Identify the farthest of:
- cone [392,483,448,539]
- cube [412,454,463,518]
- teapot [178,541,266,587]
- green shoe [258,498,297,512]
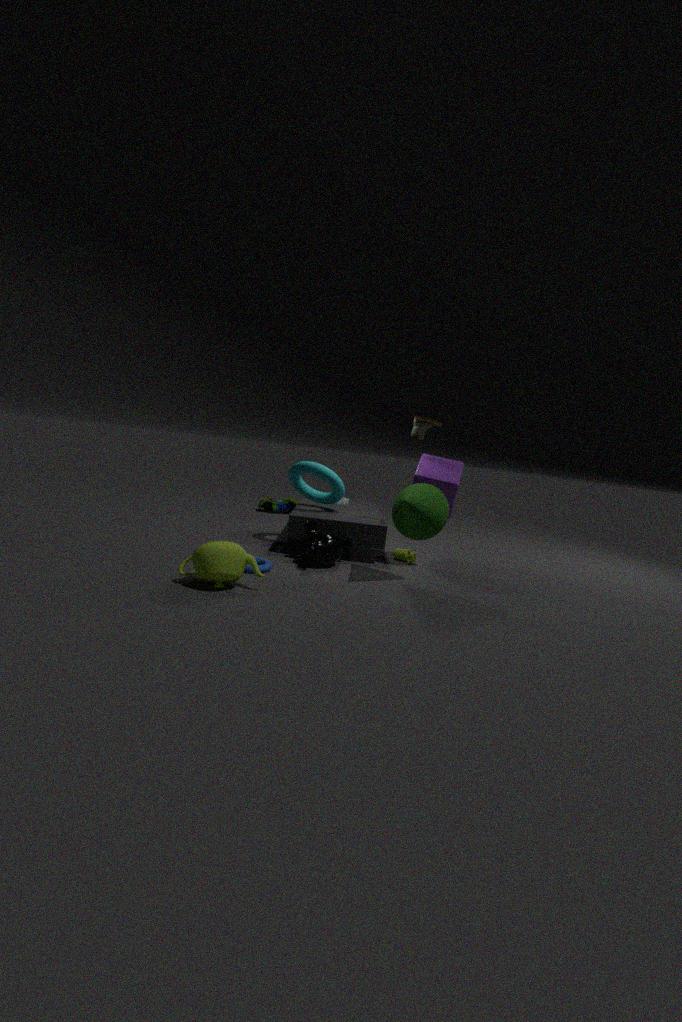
green shoe [258,498,297,512]
